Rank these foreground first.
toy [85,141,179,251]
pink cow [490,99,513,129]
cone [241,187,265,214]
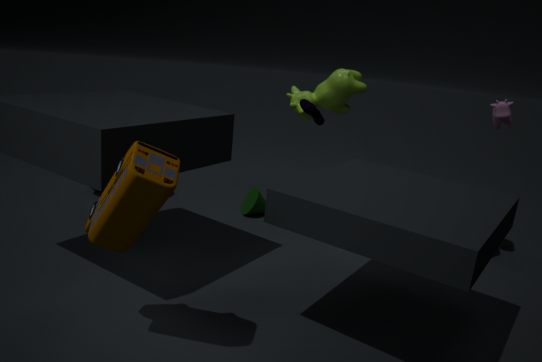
toy [85,141,179,251]
pink cow [490,99,513,129]
cone [241,187,265,214]
